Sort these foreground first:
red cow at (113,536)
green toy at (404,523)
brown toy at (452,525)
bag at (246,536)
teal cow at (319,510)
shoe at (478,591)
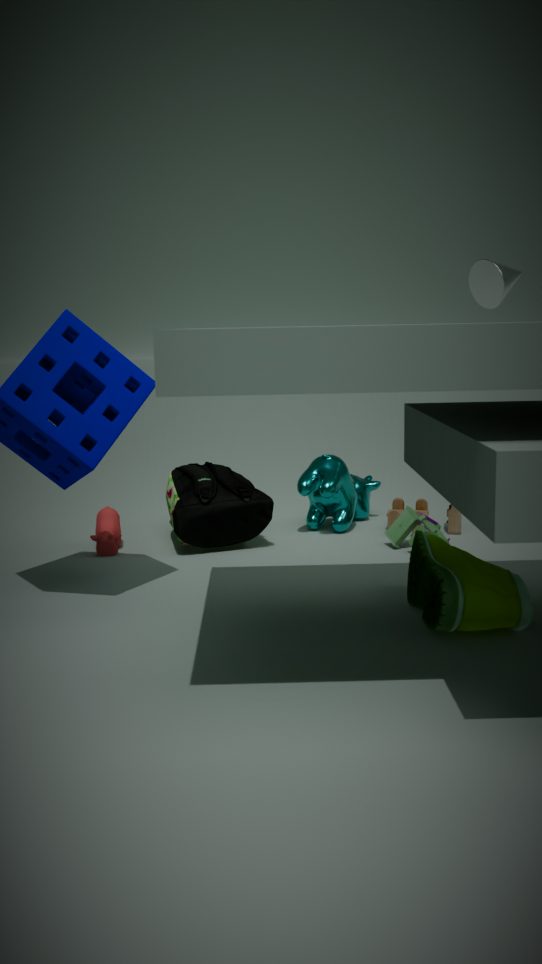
shoe at (478,591), bag at (246,536), green toy at (404,523), red cow at (113,536), brown toy at (452,525), teal cow at (319,510)
